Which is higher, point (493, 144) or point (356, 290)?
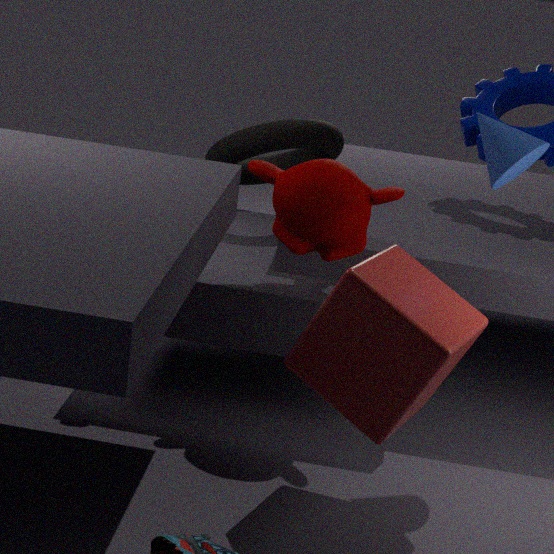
point (493, 144)
